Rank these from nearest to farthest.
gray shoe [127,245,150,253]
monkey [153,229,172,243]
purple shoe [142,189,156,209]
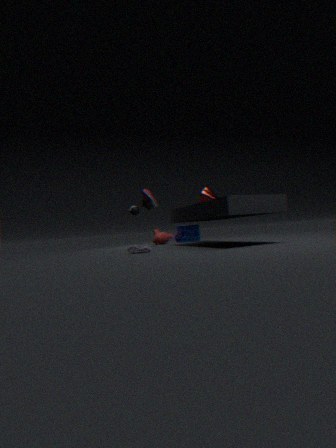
gray shoe [127,245,150,253], purple shoe [142,189,156,209], monkey [153,229,172,243]
